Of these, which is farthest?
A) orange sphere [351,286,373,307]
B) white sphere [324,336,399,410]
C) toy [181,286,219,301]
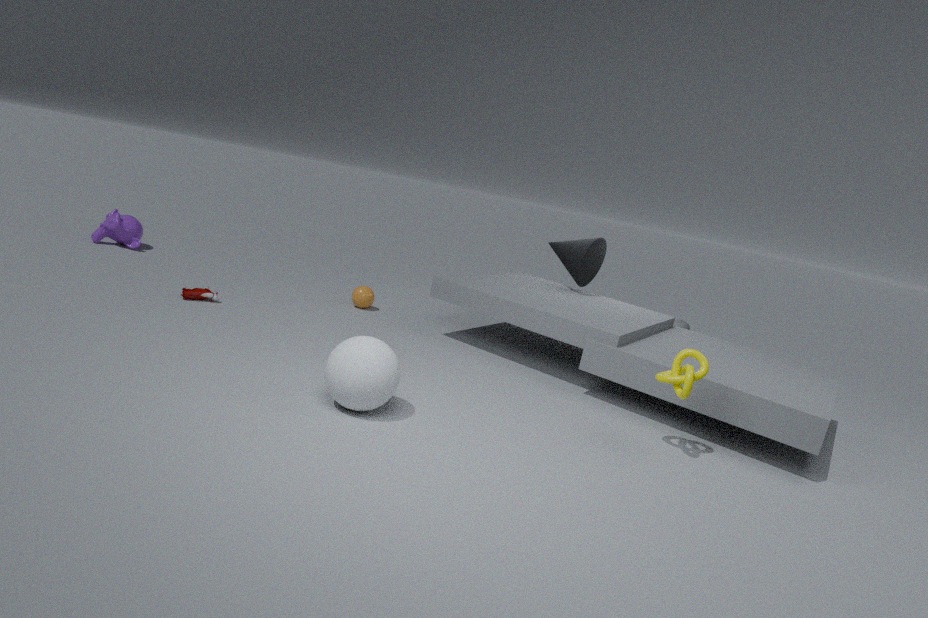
orange sphere [351,286,373,307]
